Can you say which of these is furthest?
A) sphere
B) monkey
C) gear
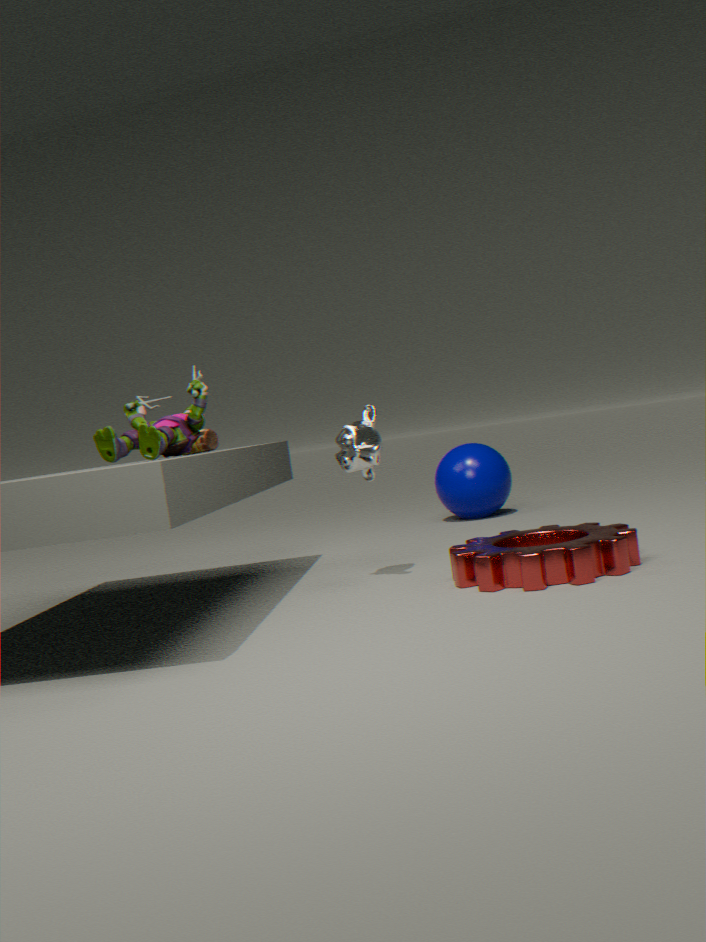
sphere
